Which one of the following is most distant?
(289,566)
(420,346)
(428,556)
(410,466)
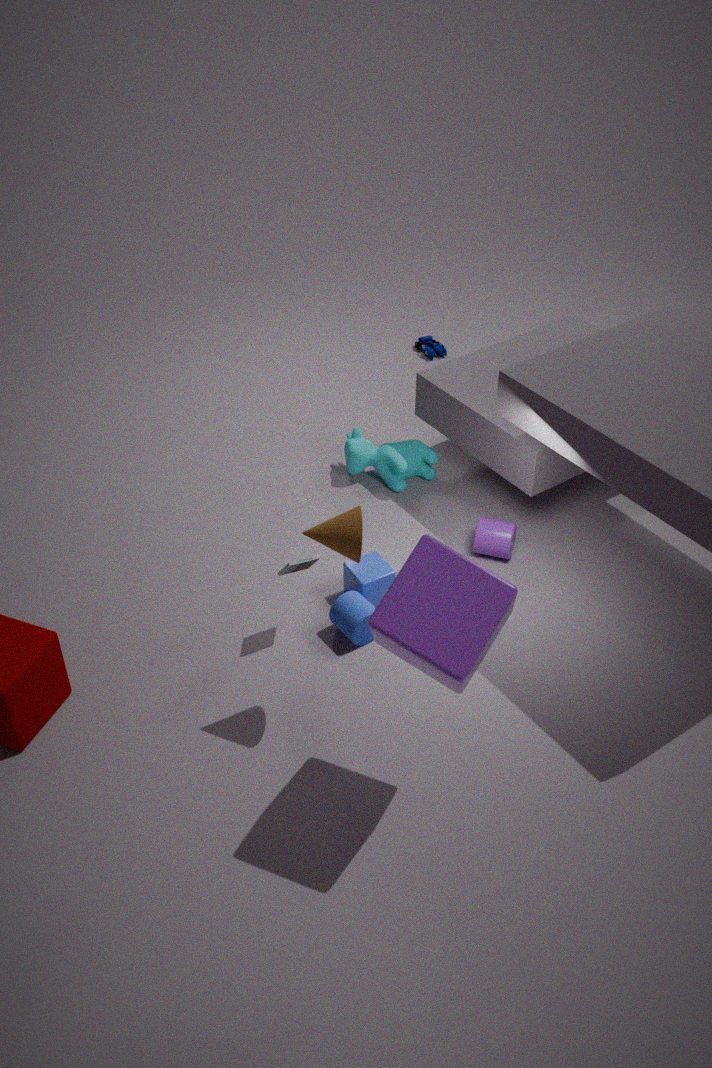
(420,346)
